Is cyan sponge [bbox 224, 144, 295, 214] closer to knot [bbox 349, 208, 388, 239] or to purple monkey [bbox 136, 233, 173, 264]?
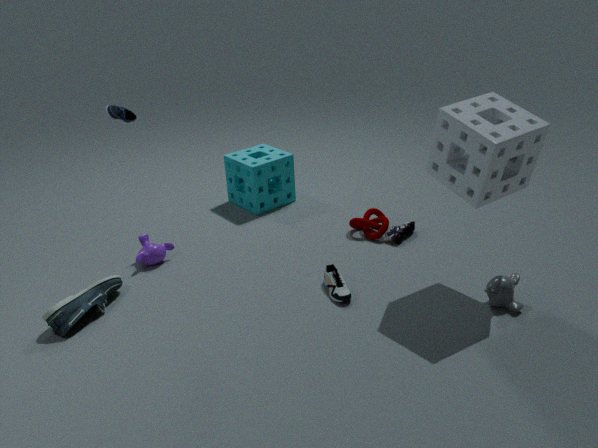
knot [bbox 349, 208, 388, 239]
